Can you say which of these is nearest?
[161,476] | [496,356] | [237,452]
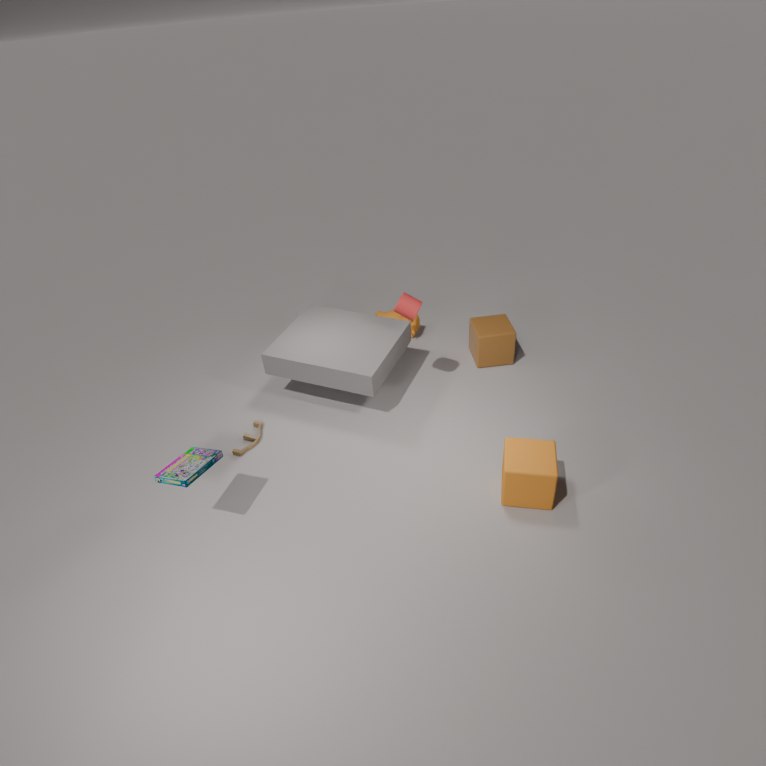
[161,476]
